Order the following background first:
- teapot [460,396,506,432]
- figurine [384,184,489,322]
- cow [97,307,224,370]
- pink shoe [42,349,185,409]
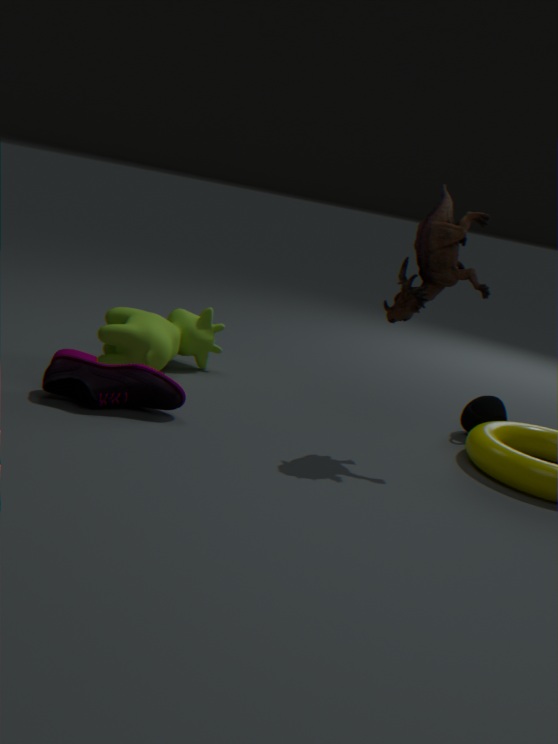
teapot [460,396,506,432]
cow [97,307,224,370]
pink shoe [42,349,185,409]
figurine [384,184,489,322]
